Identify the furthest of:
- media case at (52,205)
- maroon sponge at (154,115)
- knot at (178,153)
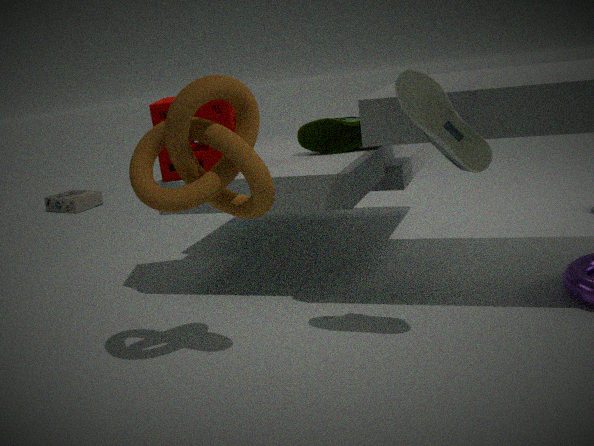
media case at (52,205)
